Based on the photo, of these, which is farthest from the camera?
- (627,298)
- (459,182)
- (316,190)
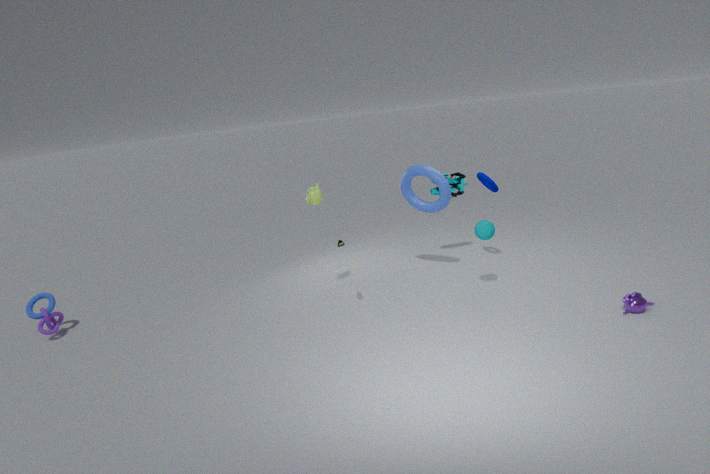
(459,182)
